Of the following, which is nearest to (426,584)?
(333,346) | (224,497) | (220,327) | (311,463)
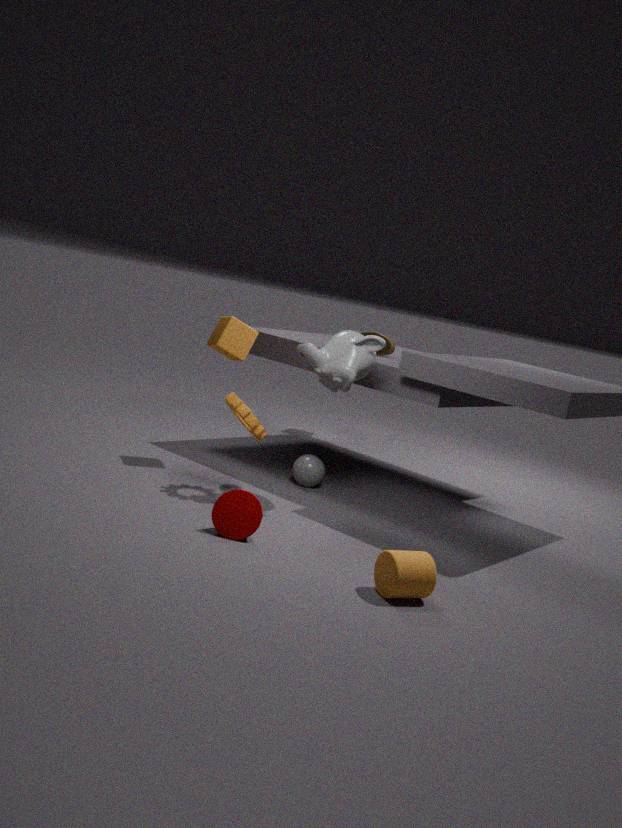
(224,497)
